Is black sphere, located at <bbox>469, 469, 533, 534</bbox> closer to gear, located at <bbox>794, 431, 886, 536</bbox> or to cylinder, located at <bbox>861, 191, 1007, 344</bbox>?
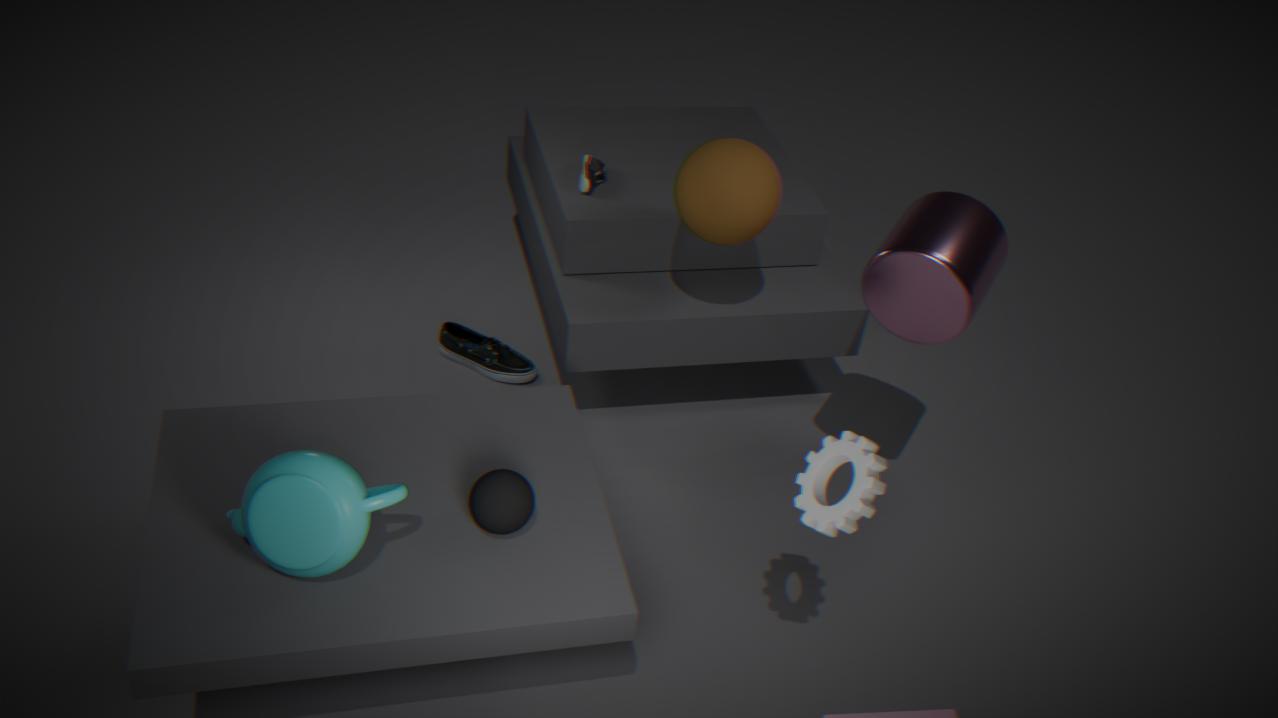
gear, located at <bbox>794, 431, 886, 536</bbox>
